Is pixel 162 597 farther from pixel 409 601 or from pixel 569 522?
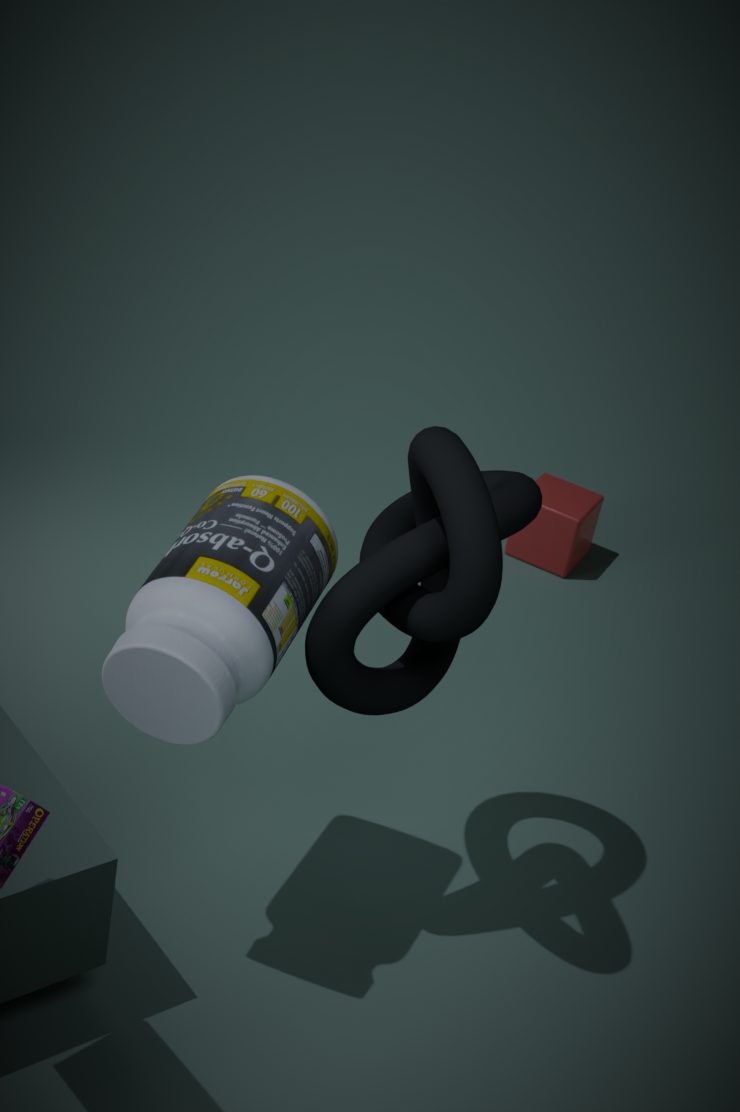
pixel 569 522
